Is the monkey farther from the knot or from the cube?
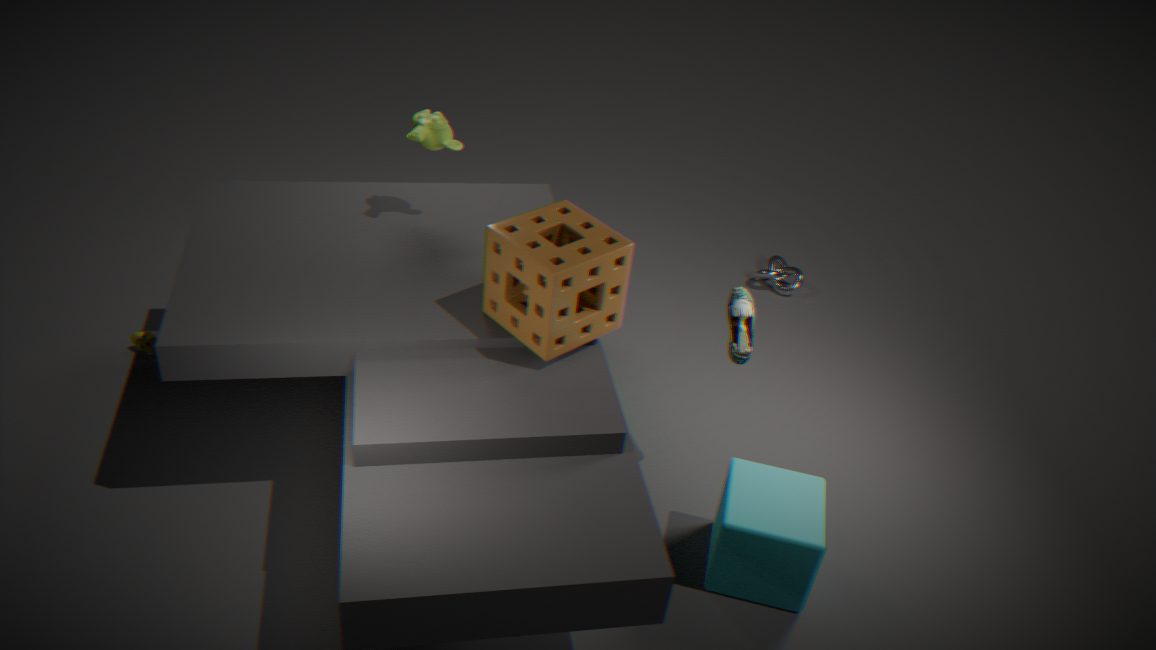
the knot
